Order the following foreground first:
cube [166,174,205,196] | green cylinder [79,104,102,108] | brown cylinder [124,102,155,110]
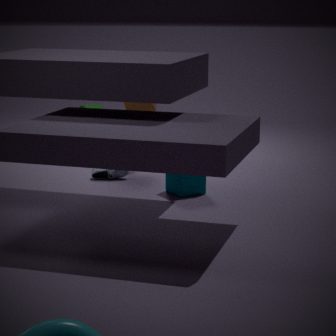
1. cube [166,174,205,196]
2. brown cylinder [124,102,155,110]
3. green cylinder [79,104,102,108]
